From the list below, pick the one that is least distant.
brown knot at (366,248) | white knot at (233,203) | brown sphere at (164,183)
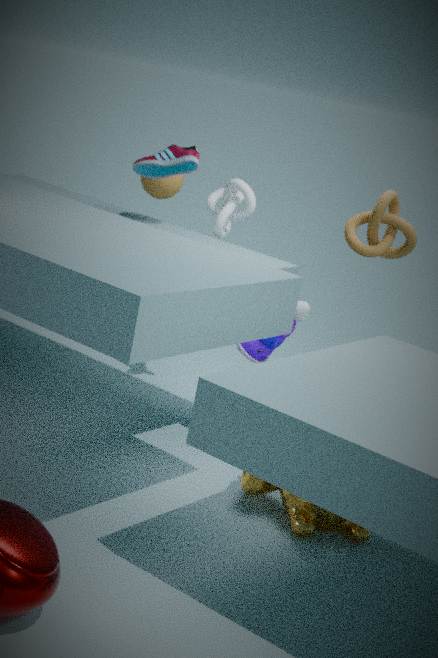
brown knot at (366,248)
